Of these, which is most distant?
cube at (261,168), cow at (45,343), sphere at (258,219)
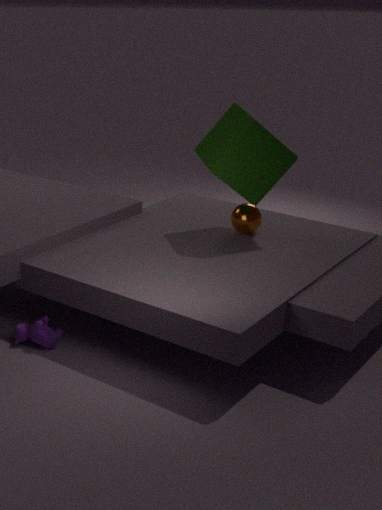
sphere at (258,219)
